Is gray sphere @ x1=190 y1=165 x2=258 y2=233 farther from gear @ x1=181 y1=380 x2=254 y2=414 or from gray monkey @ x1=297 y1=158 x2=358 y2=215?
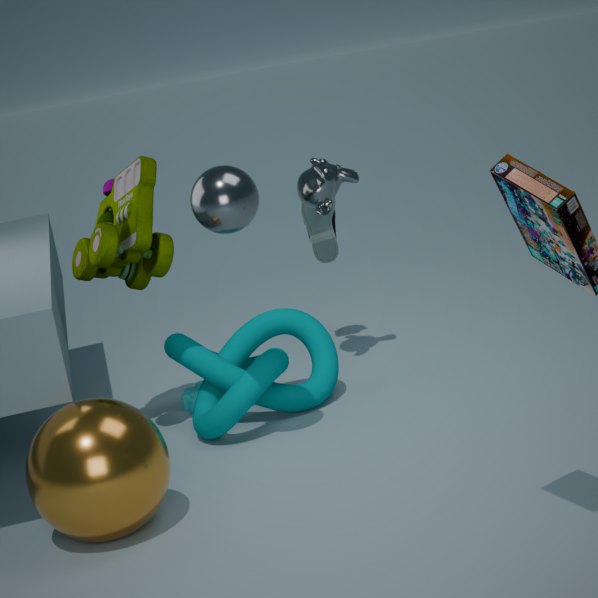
gear @ x1=181 y1=380 x2=254 y2=414
